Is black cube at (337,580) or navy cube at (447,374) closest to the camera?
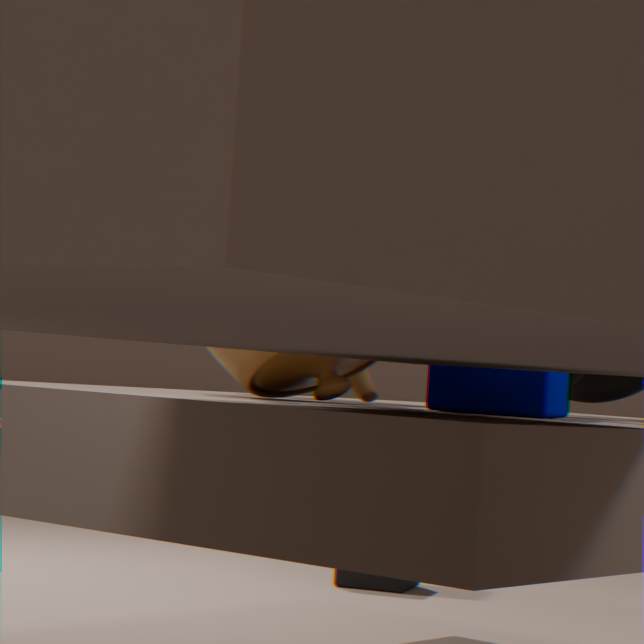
navy cube at (447,374)
